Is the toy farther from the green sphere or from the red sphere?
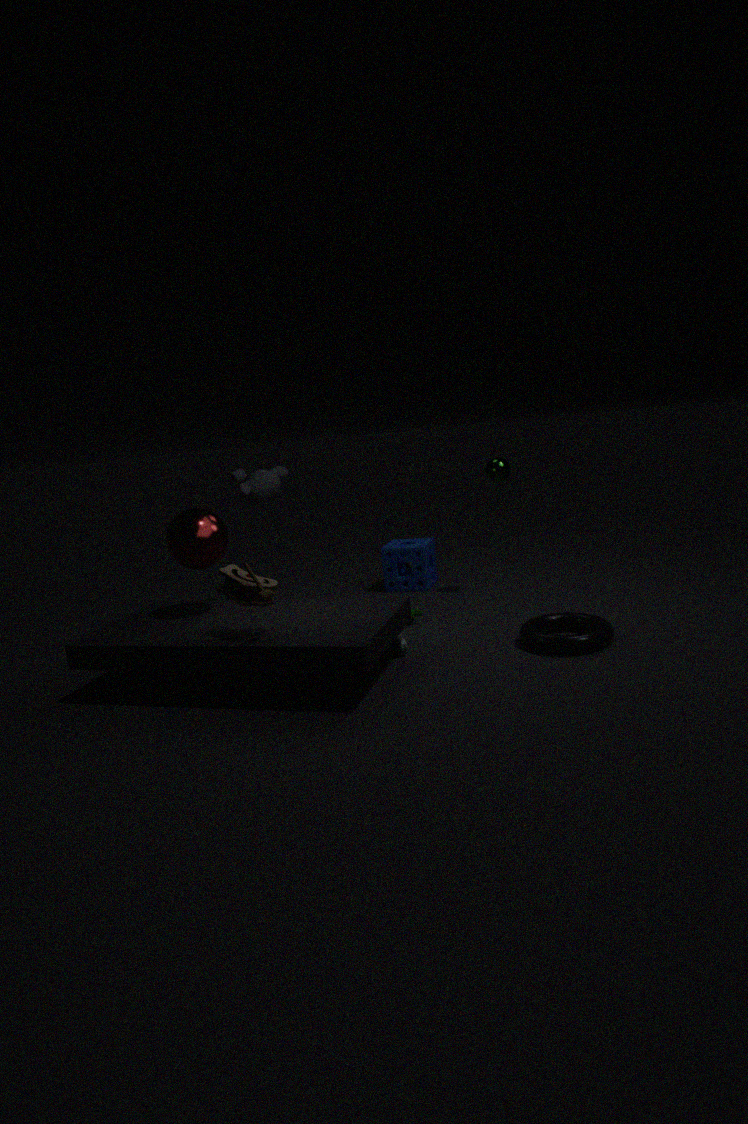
the green sphere
